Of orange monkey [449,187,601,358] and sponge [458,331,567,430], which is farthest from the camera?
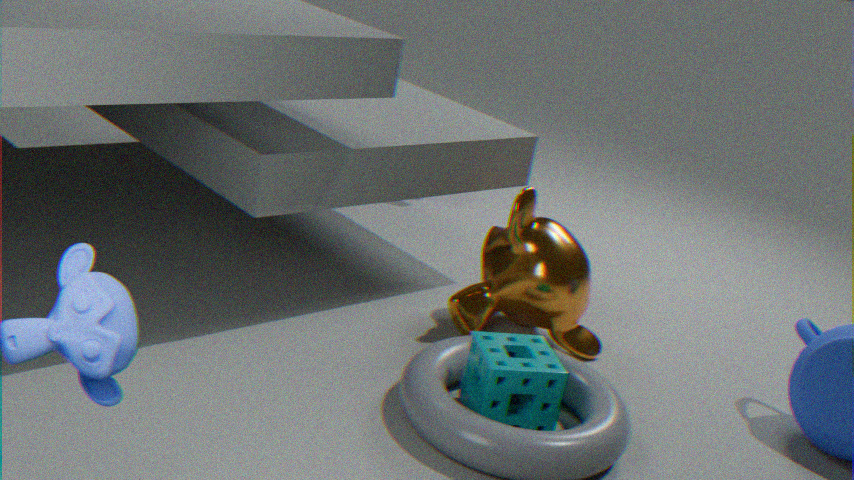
orange monkey [449,187,601,358]
